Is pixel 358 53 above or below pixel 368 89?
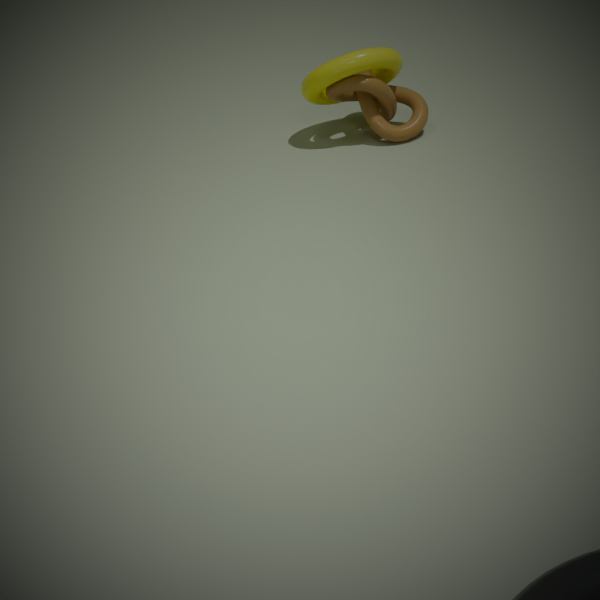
above
